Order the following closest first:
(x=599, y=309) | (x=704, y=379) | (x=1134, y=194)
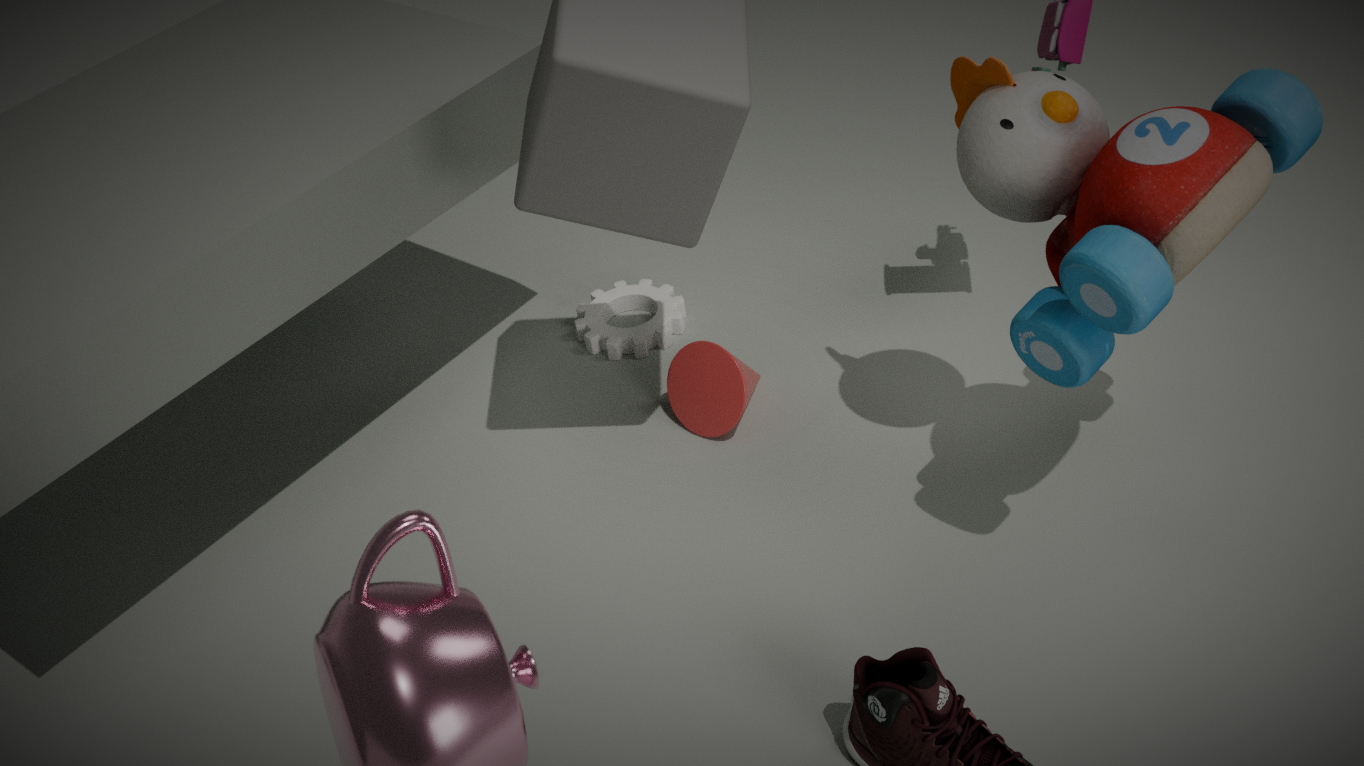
(x=1134, y=194) → (x=704, y=379) → (x=599, y=309)
